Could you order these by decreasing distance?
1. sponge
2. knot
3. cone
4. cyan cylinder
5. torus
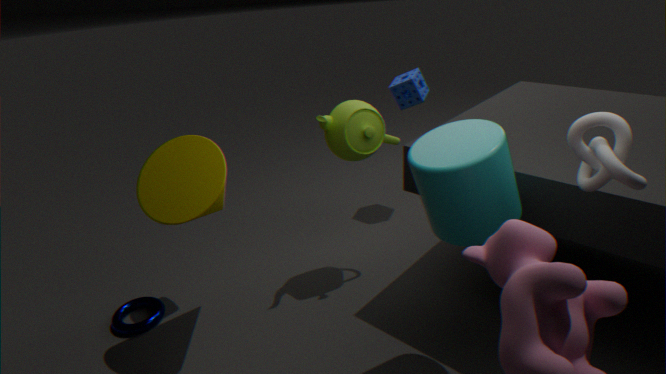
sponge
torus
cone
cyan cylinder
knot
